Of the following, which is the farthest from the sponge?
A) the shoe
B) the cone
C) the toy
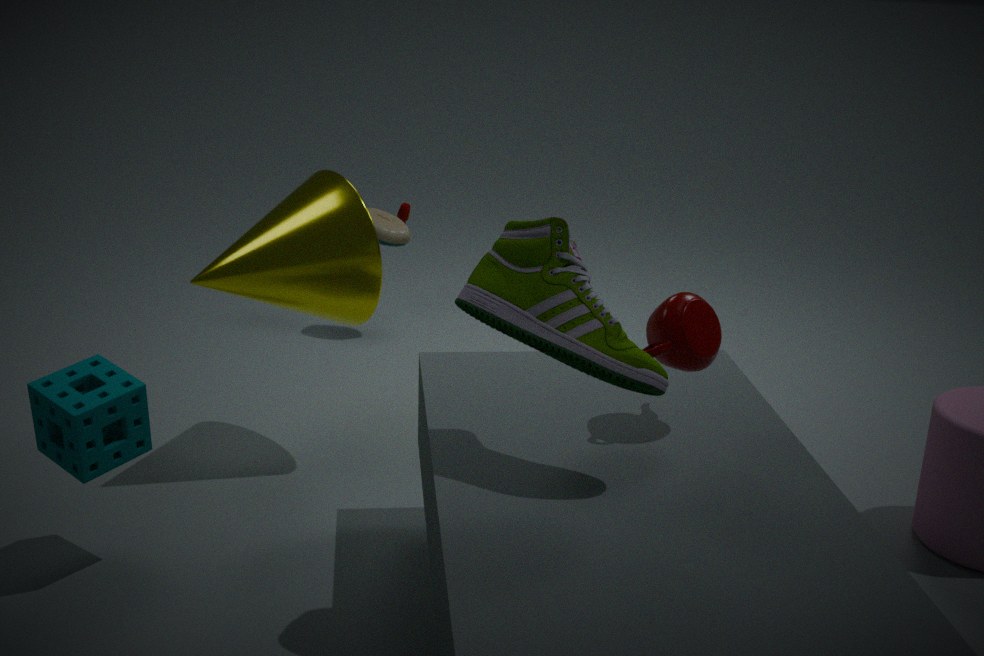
the toy
